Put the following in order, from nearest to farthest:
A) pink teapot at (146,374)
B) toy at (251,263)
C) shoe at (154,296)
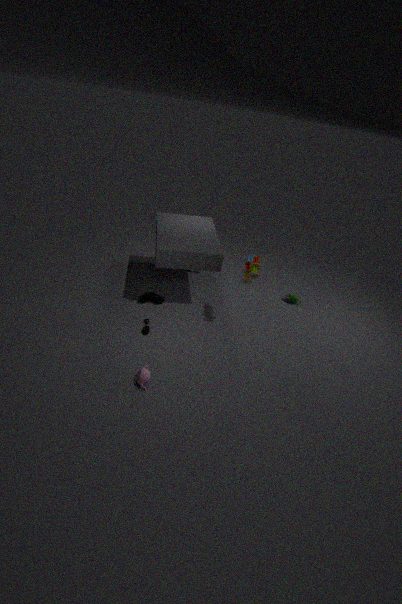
pink teapot at (146,374) → toy at (251,263) → shoe at (154,296)
